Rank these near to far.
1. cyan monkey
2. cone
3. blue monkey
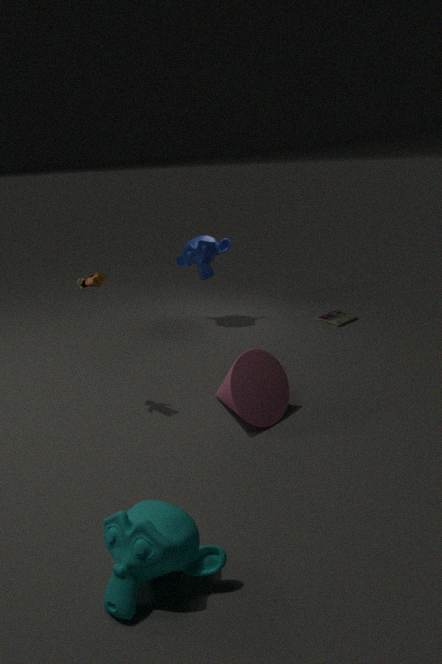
cyan monkey
cone
blue monkey
